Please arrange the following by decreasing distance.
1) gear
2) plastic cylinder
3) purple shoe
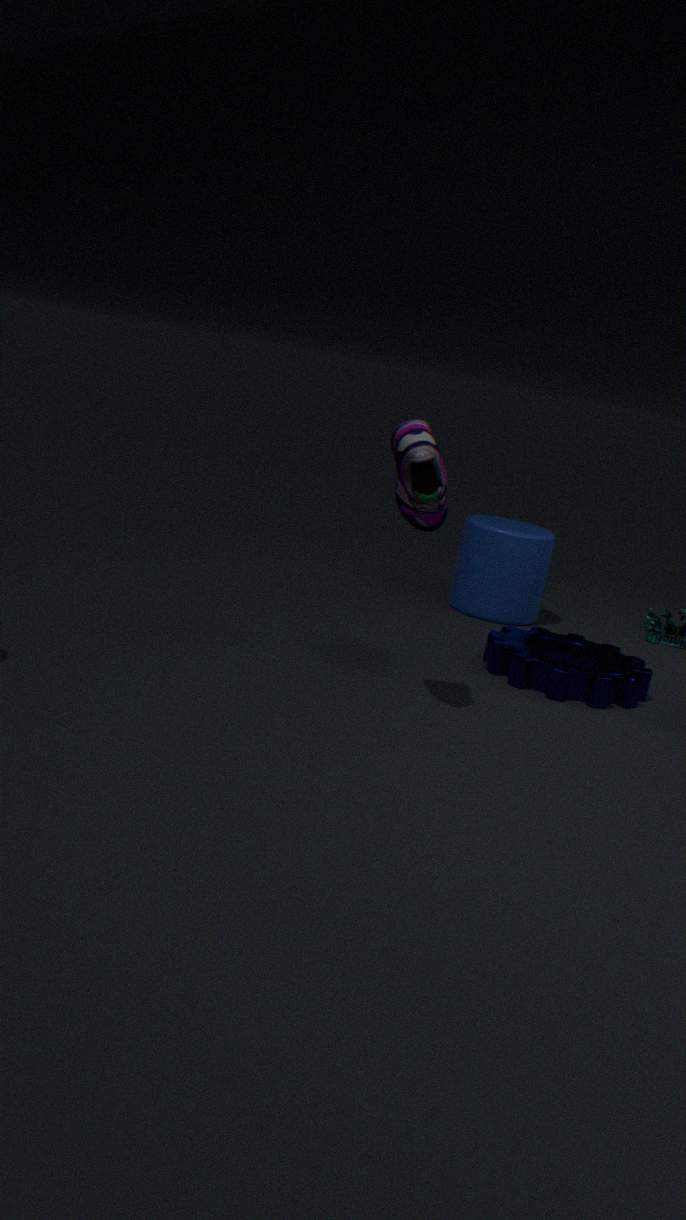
2. plastic cylinder < 1. gear < 3. purple shoe
